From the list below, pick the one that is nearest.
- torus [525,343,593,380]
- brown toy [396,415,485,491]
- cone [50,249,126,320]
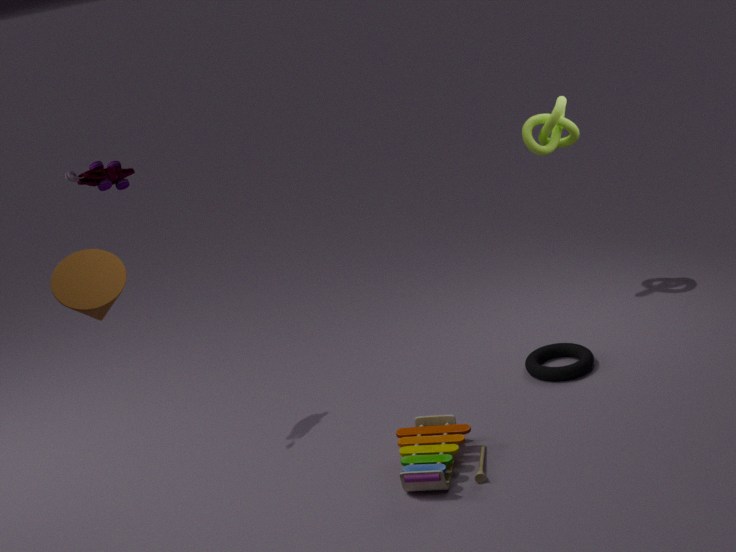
cone [50,249,126,320]
